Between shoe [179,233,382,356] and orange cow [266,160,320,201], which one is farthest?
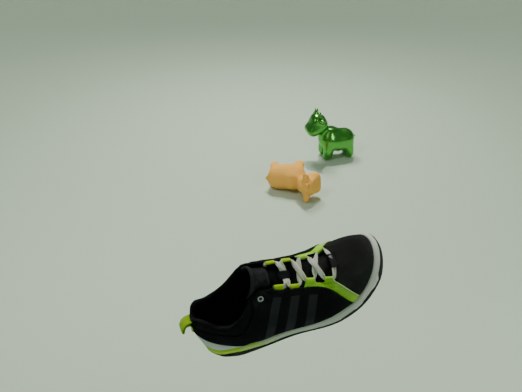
orange cow [266,160,320,201]
